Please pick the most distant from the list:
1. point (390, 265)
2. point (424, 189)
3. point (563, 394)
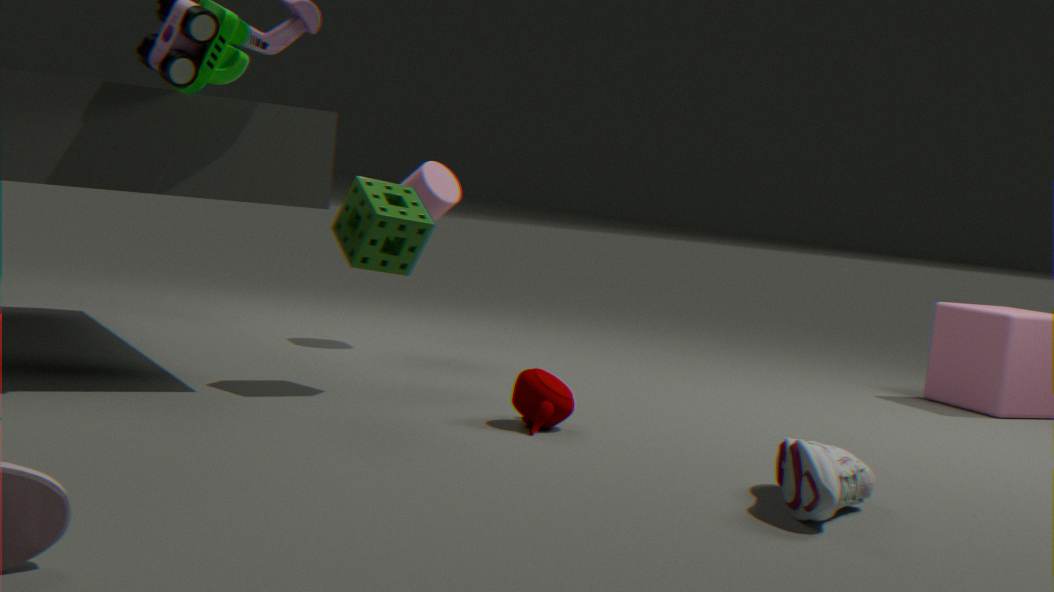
point (424, 189)
